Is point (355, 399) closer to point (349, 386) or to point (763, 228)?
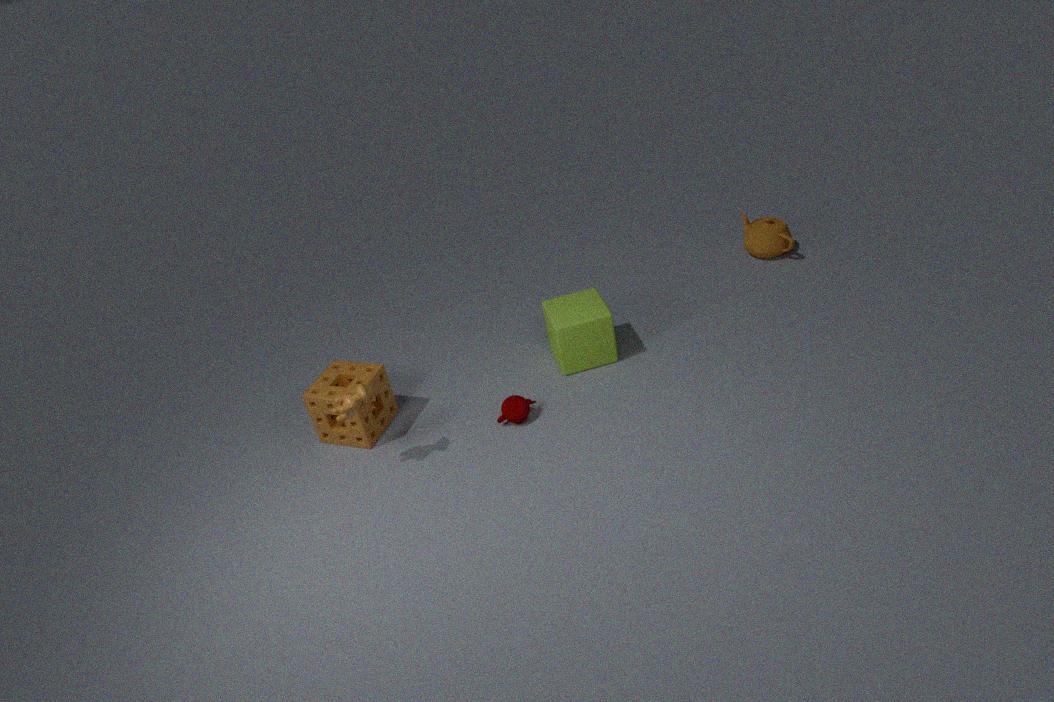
point (349, 386)
